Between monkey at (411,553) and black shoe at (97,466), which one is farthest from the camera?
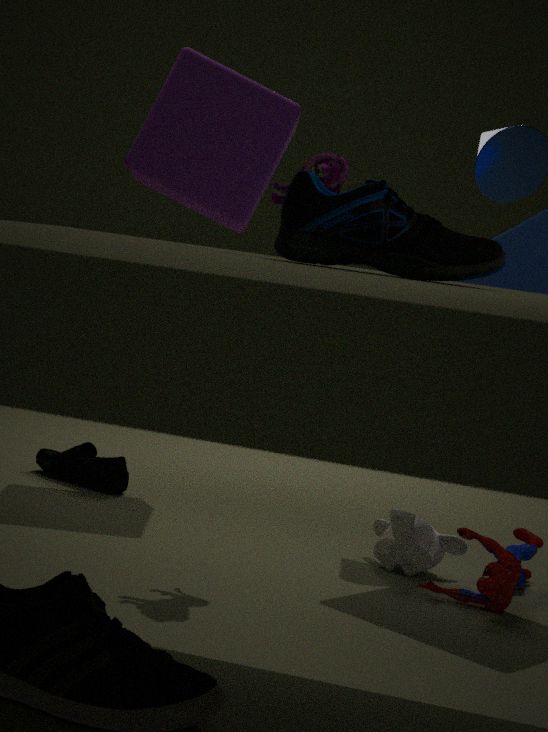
black shoe at (97,466)
